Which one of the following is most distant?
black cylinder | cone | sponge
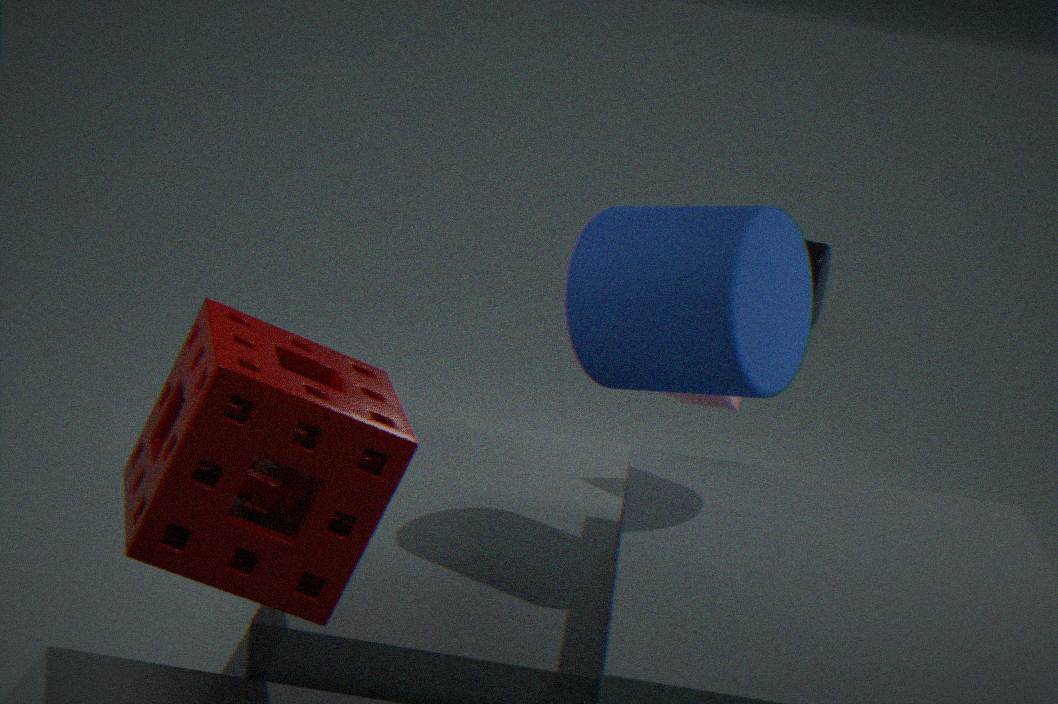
black cylinder
